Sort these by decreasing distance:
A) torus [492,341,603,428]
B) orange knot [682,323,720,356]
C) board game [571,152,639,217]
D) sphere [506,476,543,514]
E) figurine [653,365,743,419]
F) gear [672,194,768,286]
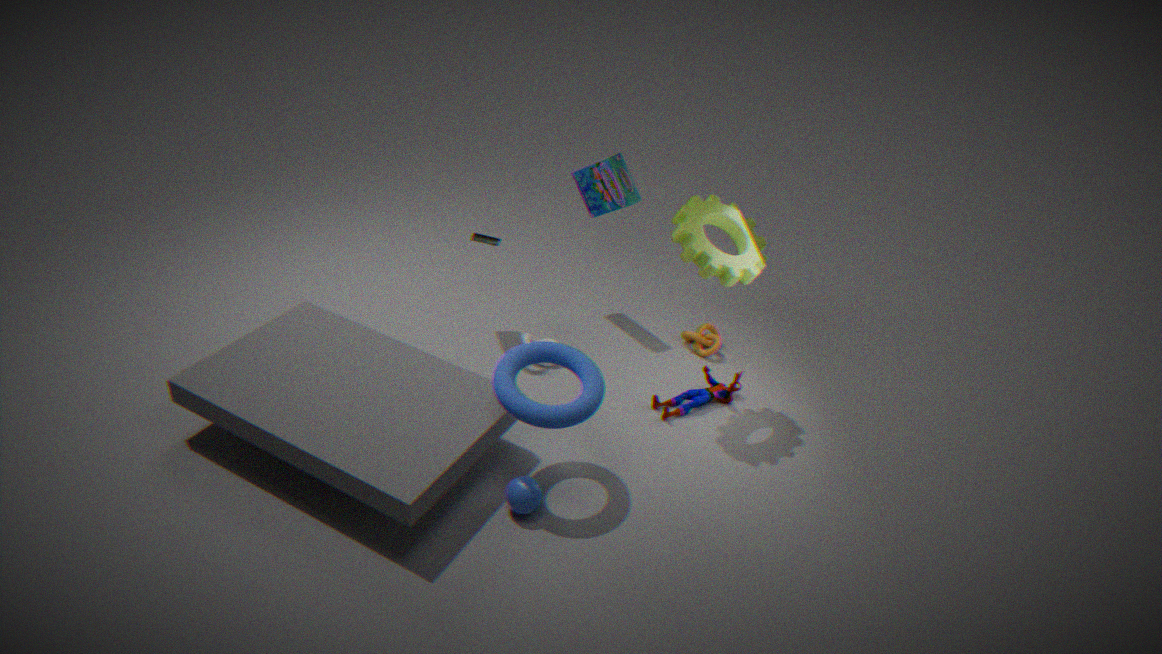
orange knot [682,323,720,356], board game [571,152,639,217], figurine [653,365,743,419], gear [672,194,768,286], sphere [506,476,543,514], torus [492,341,603,428]
